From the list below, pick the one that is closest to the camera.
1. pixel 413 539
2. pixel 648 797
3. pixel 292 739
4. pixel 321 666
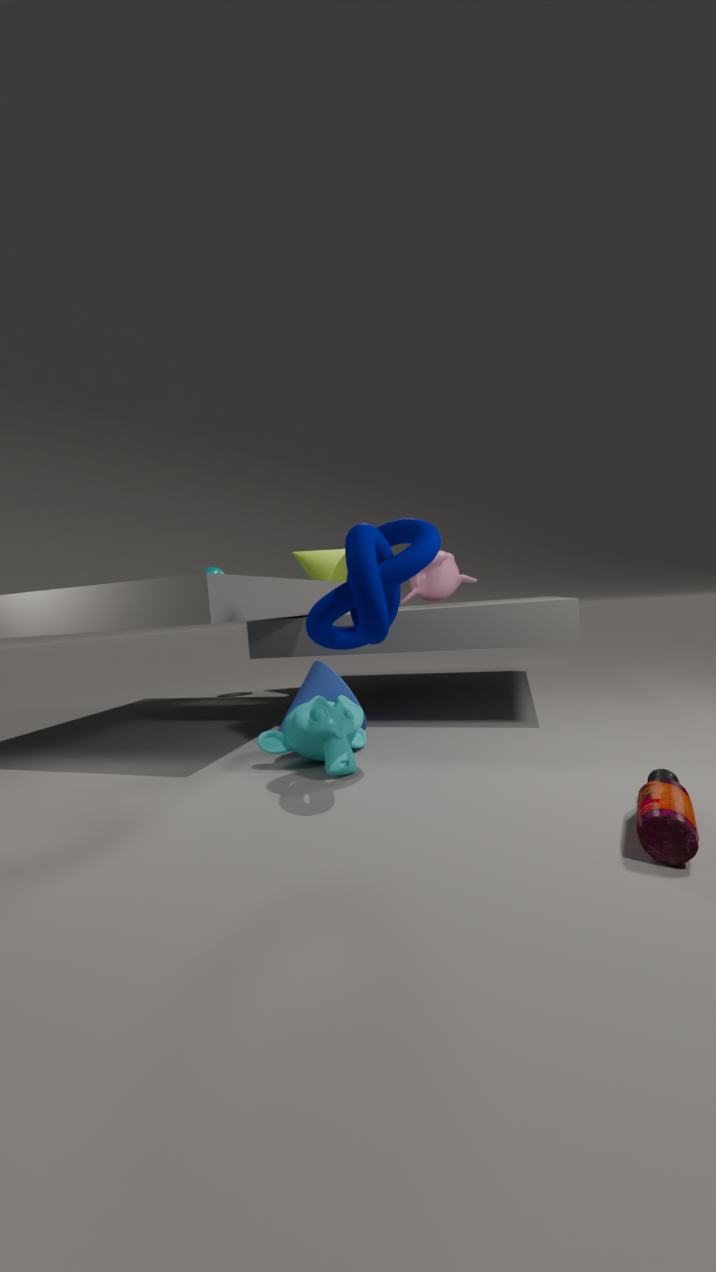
pixel 648 797
